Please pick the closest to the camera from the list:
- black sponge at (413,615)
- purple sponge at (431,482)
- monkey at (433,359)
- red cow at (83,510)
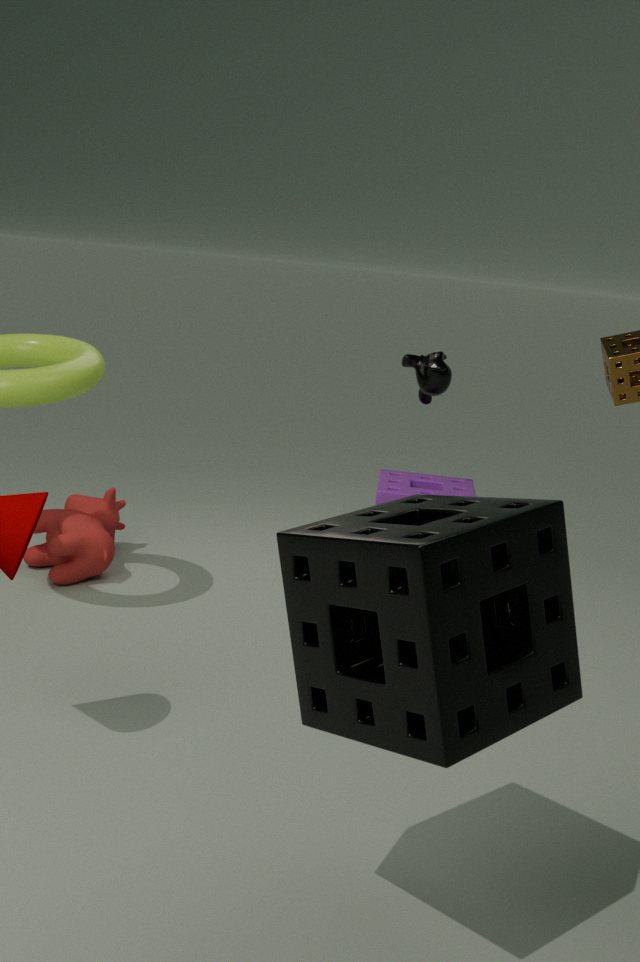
black sponge at (413,615)
